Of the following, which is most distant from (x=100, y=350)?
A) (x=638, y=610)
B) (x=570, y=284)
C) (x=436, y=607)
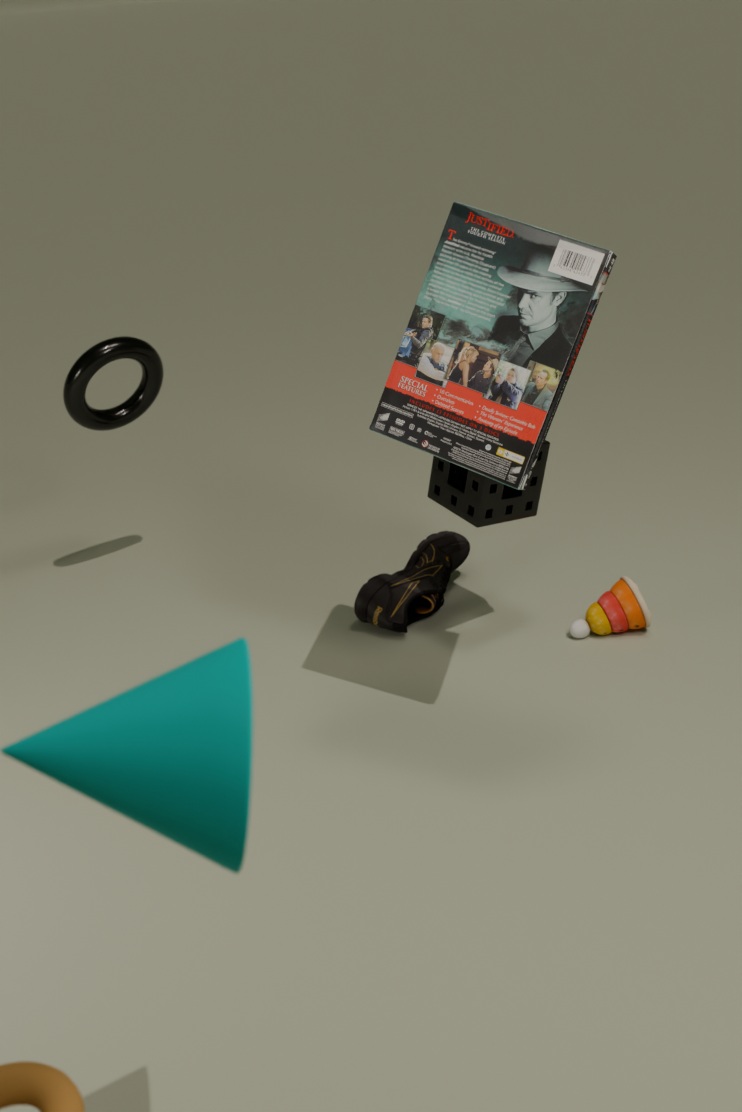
(x=638, y=610)
